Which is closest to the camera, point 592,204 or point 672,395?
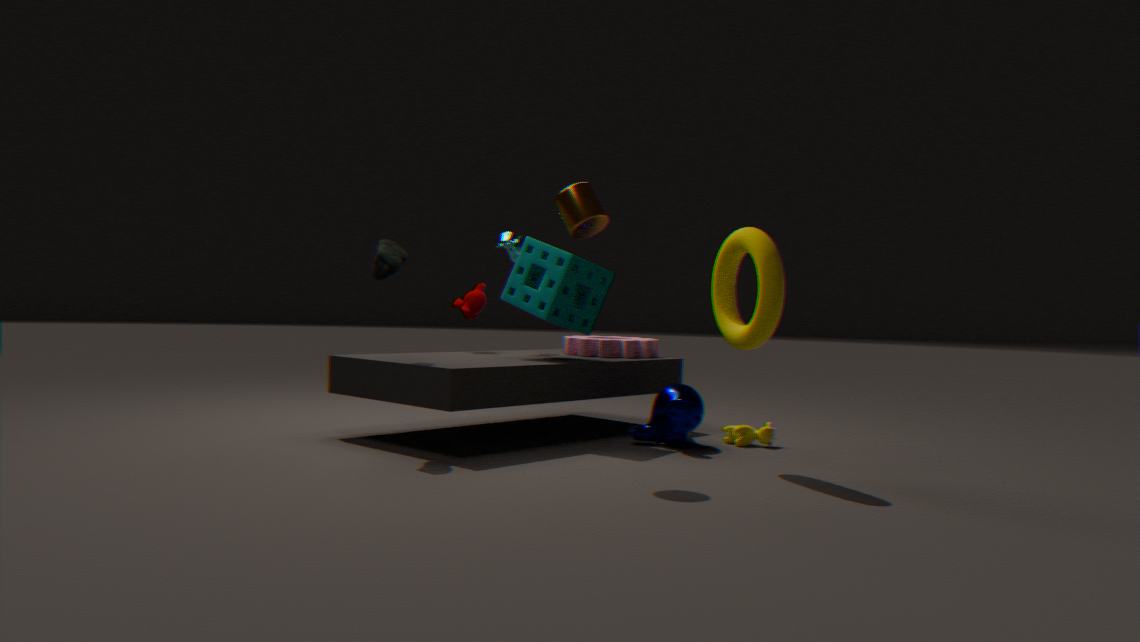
point 592,204
